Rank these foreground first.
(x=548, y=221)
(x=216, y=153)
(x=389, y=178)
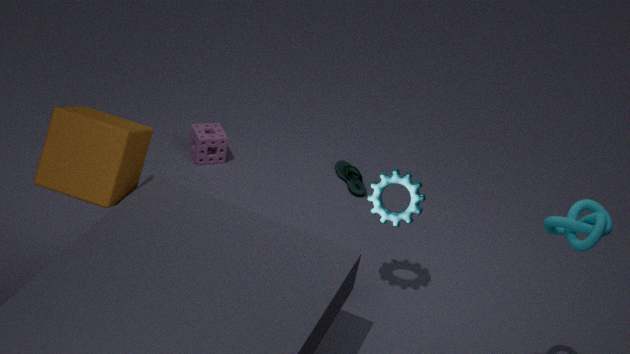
(x=548, y=221), (x=389, y=178), (x=216, y=153)
